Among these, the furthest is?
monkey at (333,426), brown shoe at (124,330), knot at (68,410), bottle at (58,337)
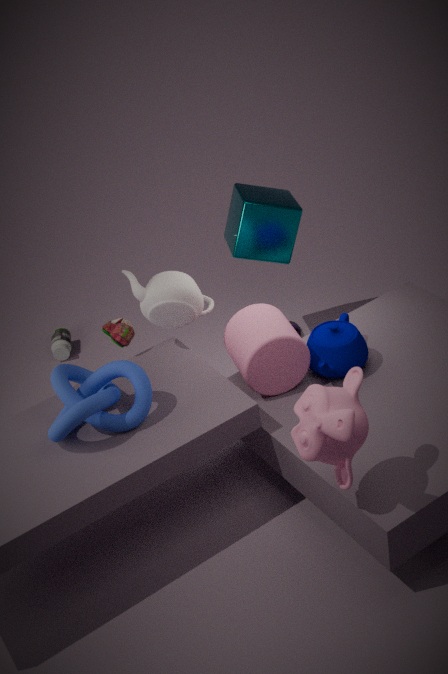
bottle at (58,337)
